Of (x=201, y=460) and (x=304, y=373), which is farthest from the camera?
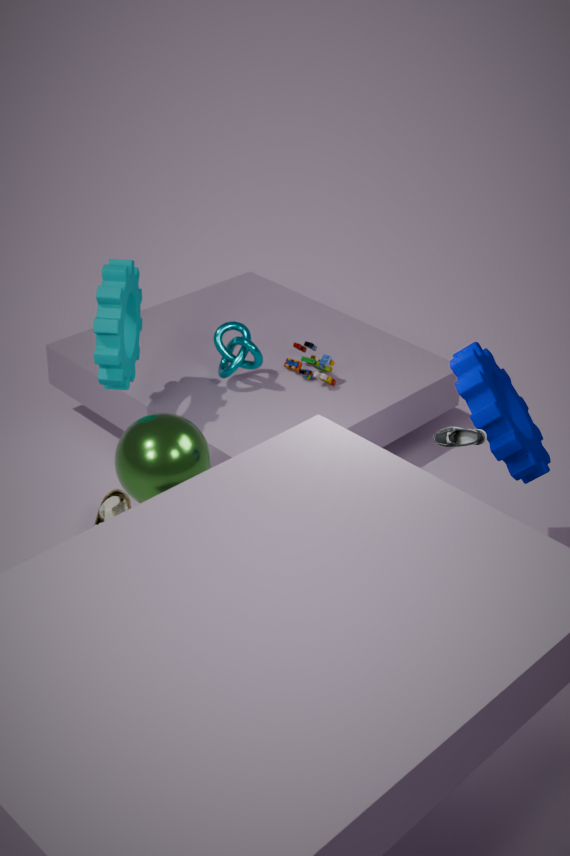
(x=304, y=373)
